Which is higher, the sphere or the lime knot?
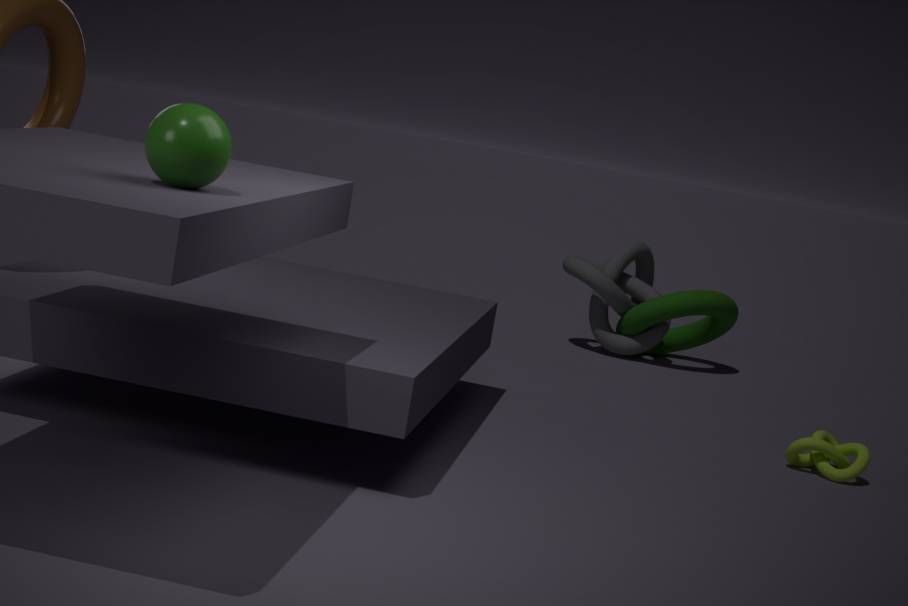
the sphere
